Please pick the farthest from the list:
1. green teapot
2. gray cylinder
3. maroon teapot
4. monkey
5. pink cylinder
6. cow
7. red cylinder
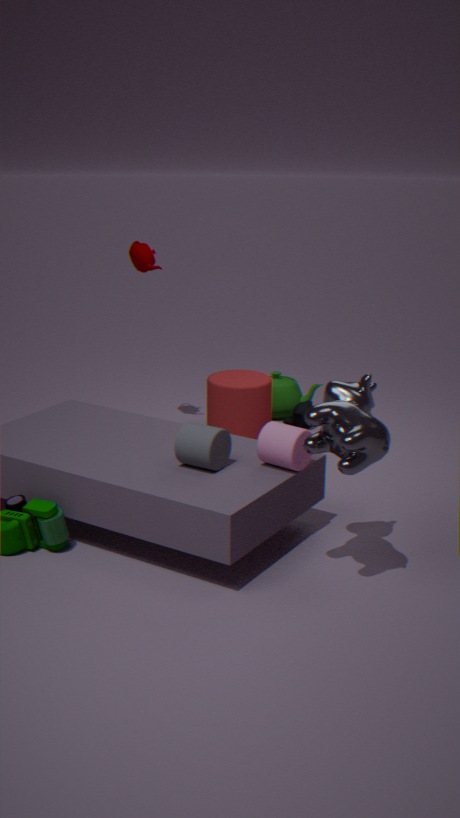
green teapot
